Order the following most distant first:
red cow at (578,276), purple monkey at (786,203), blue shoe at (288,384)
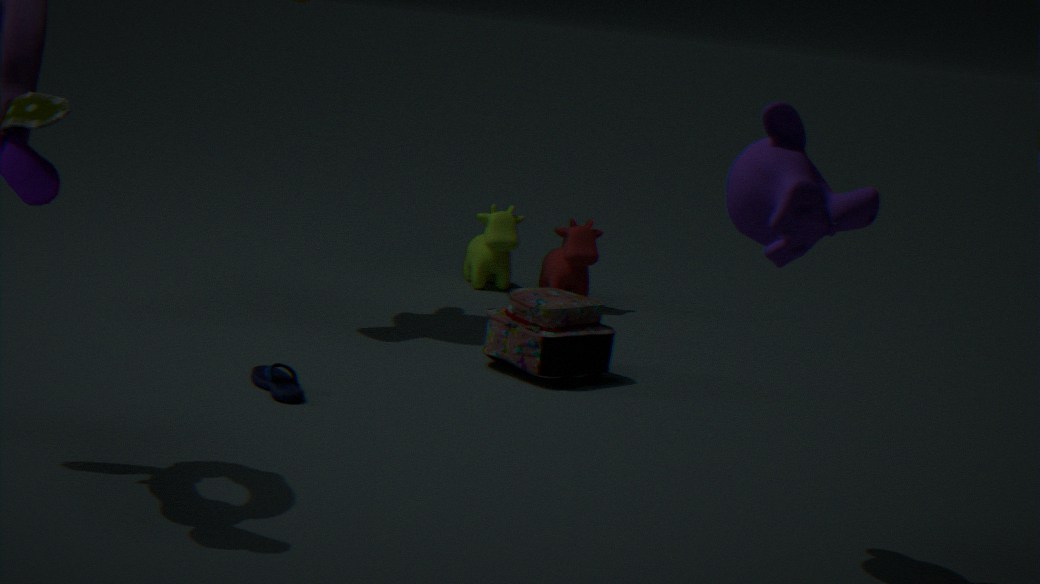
red cow at (578,276) → blue shoe at (288,384) → purple monkey at (786,203)
